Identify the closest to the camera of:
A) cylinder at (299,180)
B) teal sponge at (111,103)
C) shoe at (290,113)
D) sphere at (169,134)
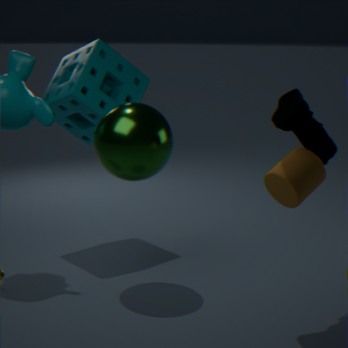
cylinder at (299,180)
